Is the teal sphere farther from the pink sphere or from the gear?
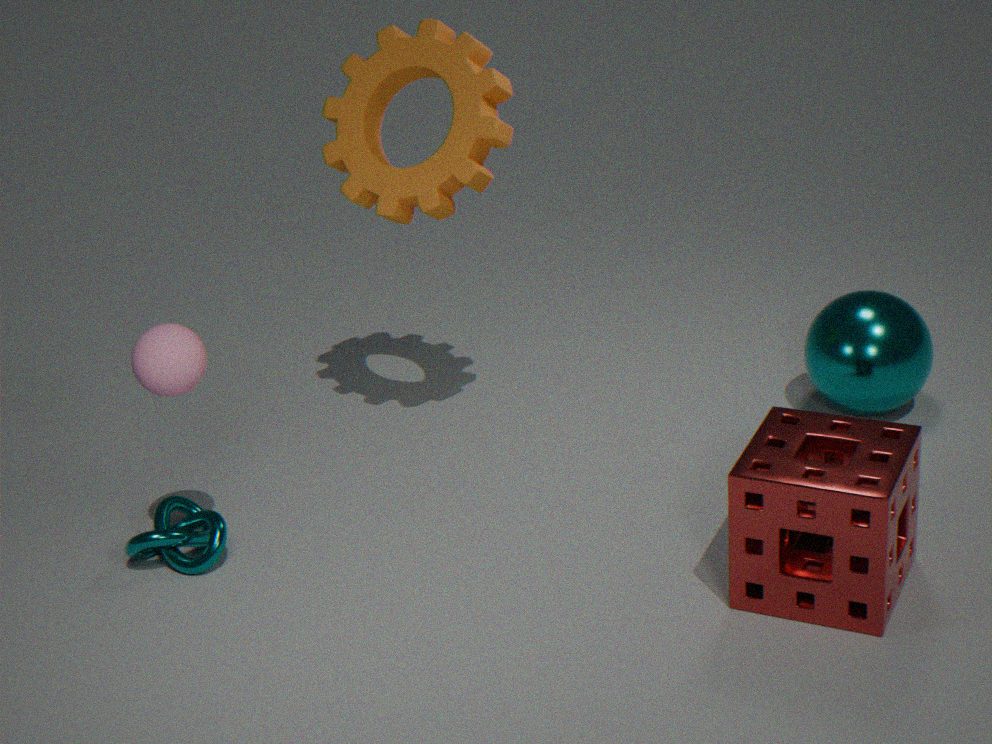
the pink sphere
